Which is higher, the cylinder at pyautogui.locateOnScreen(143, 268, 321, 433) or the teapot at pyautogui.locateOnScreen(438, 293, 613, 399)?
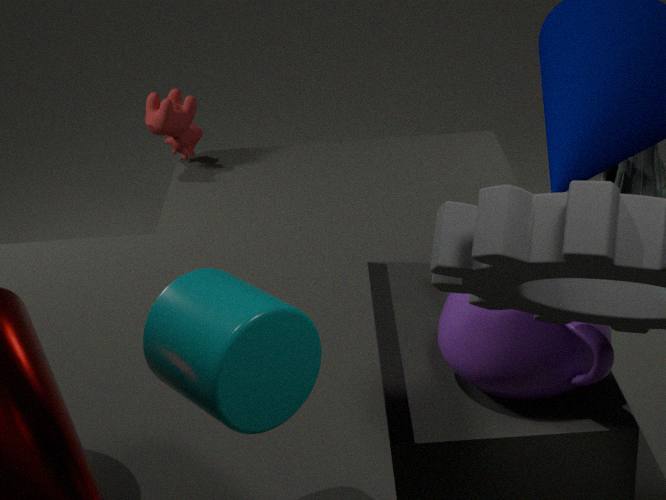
the cylinder at pyautogui.locateOnScreen(143, 268, 321, 433)
